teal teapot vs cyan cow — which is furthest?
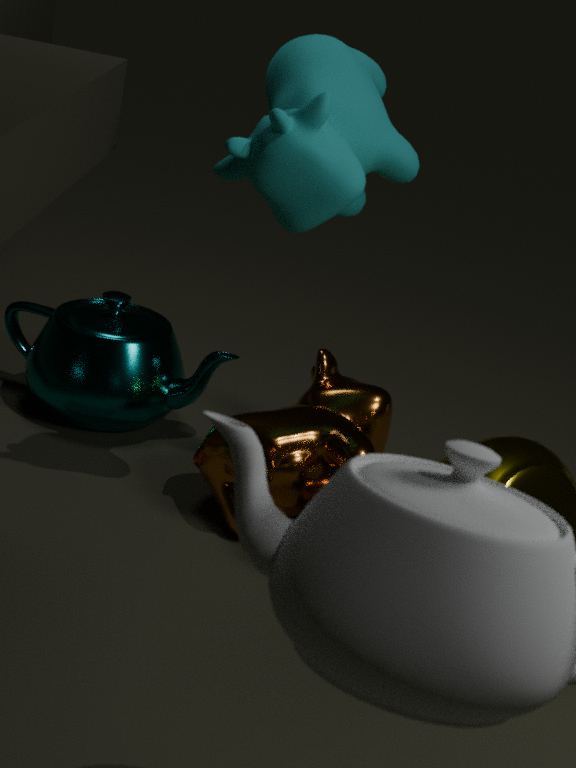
teal teapot
